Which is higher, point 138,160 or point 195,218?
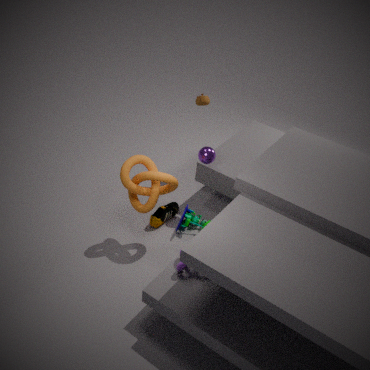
point 138,160
